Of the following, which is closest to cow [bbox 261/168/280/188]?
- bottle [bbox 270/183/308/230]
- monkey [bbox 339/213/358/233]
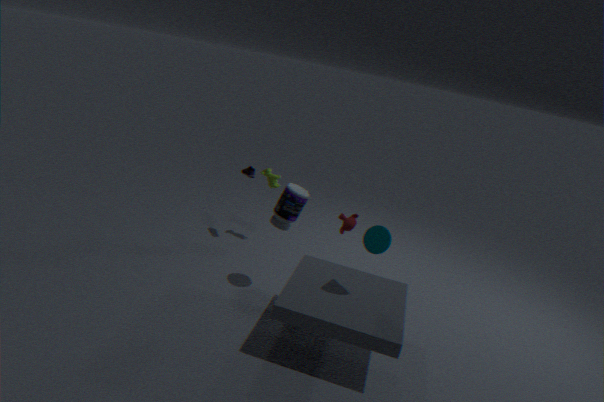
monkey [bbox 339/213/358/233]
